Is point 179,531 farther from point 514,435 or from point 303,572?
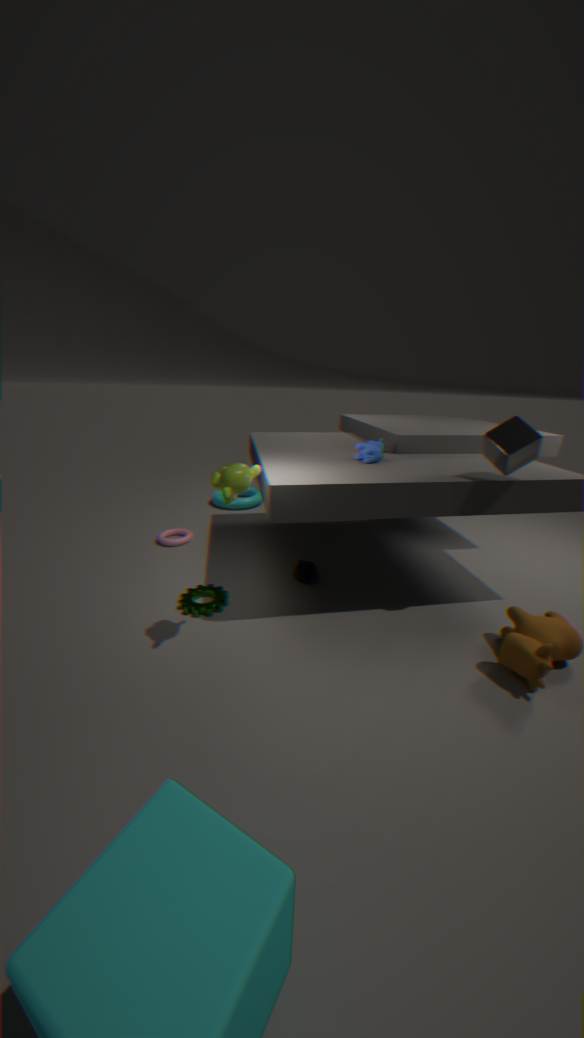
point 514,435
